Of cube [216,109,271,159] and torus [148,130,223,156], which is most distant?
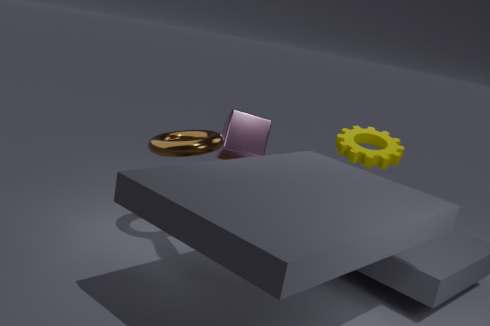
cube [216,109,271,159]
